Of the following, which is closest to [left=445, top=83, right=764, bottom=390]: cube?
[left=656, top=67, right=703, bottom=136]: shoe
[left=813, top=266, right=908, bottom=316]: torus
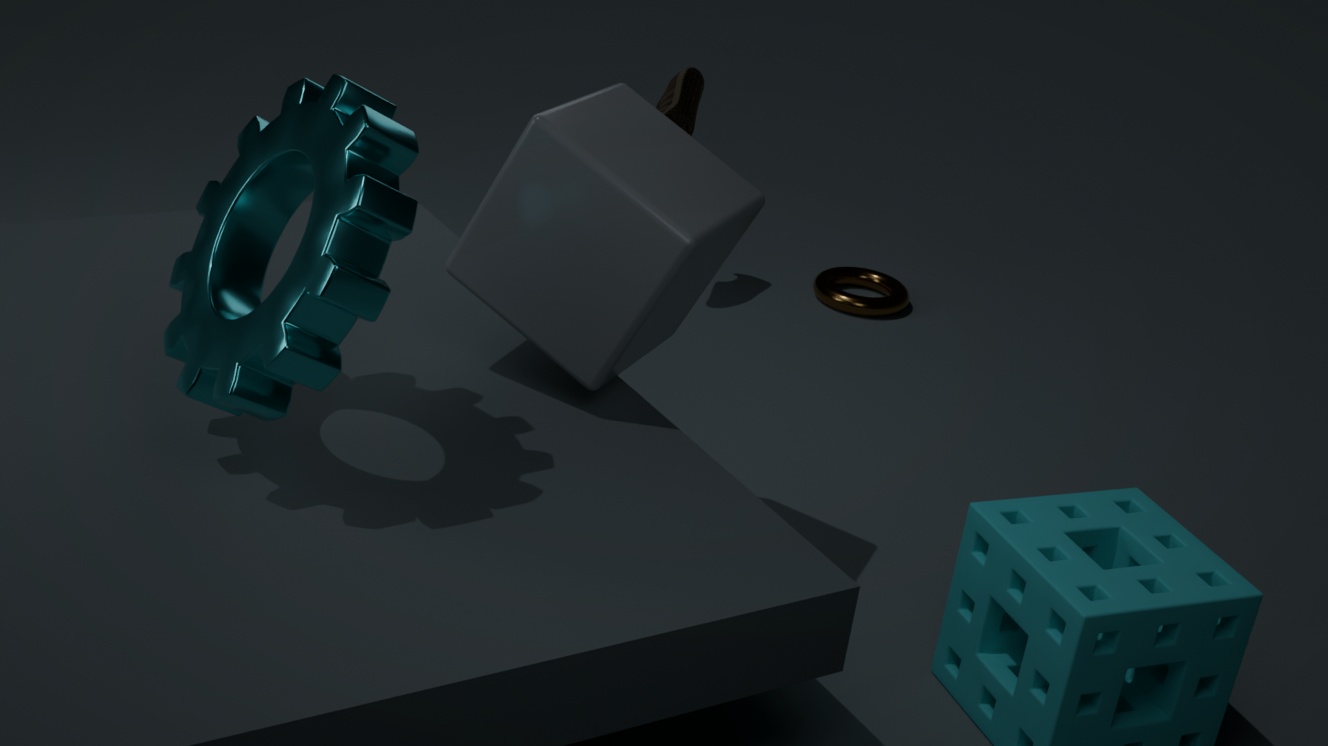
[left=656, top=67, right=703, bottom=136]: shoe
